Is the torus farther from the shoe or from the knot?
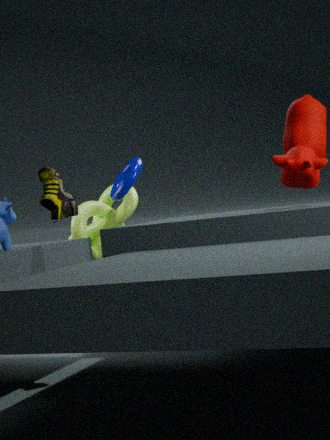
the shoe
